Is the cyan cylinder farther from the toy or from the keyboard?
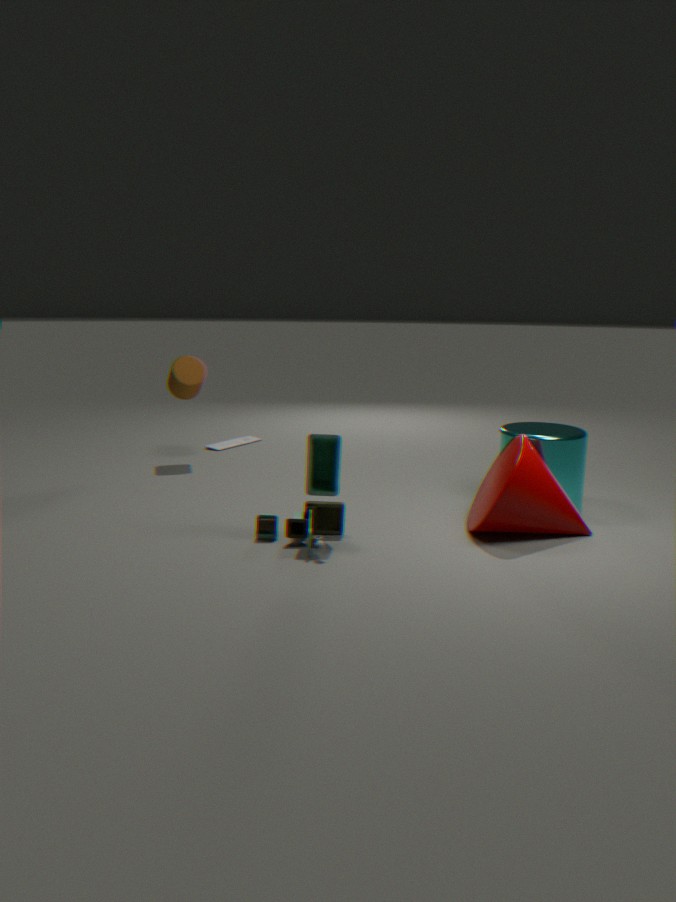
the keyboard
